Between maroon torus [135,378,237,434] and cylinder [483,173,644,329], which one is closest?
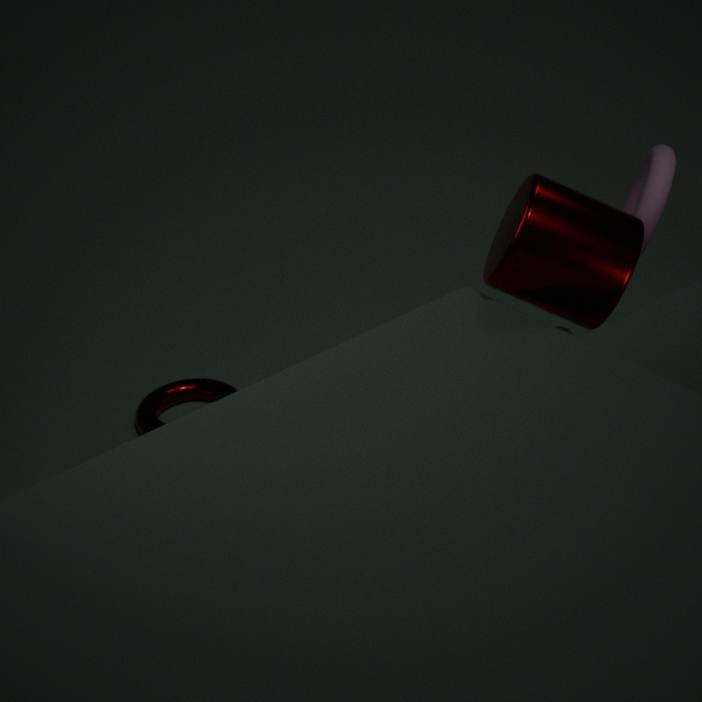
cylinder [483,173,644,329]
